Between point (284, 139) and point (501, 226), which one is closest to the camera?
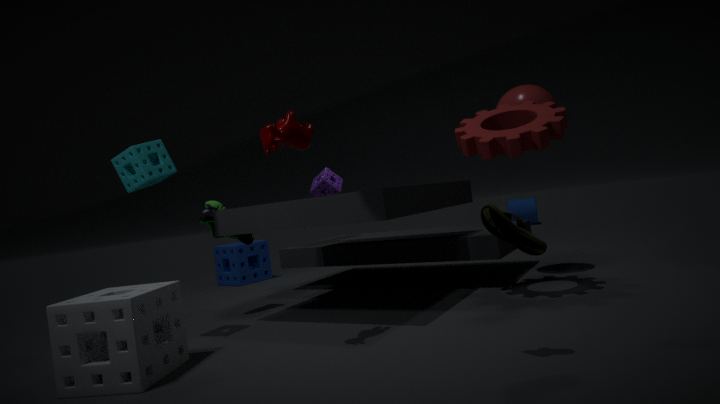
point (501, 226)
